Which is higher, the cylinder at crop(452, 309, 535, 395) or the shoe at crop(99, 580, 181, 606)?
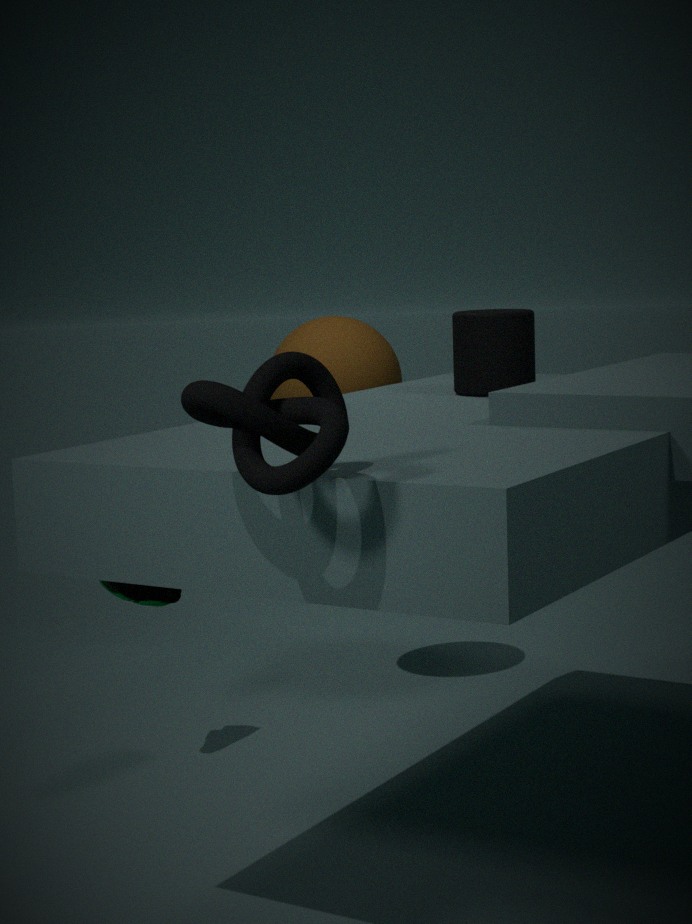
the cylinder at crop(452, 309, 535, 395)
